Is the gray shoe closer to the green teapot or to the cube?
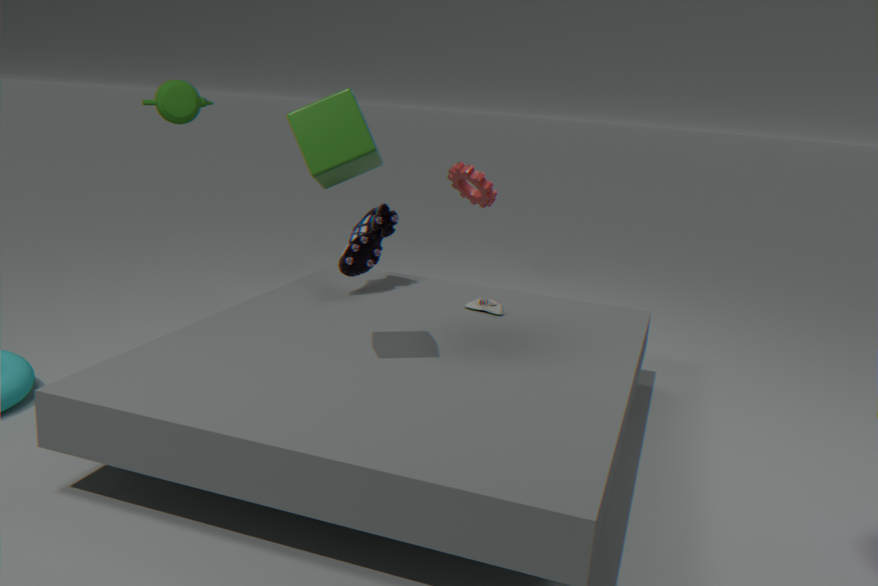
the cube
